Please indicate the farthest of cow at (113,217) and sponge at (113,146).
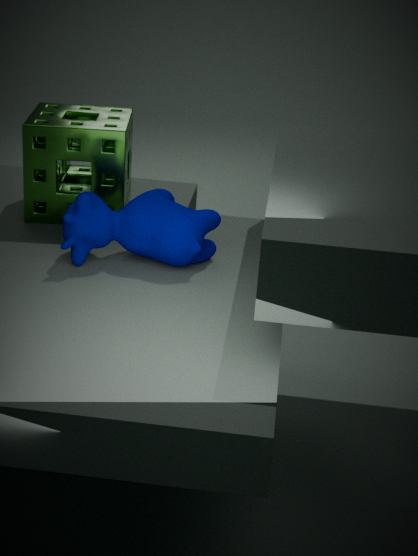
sponge at (113,146)
